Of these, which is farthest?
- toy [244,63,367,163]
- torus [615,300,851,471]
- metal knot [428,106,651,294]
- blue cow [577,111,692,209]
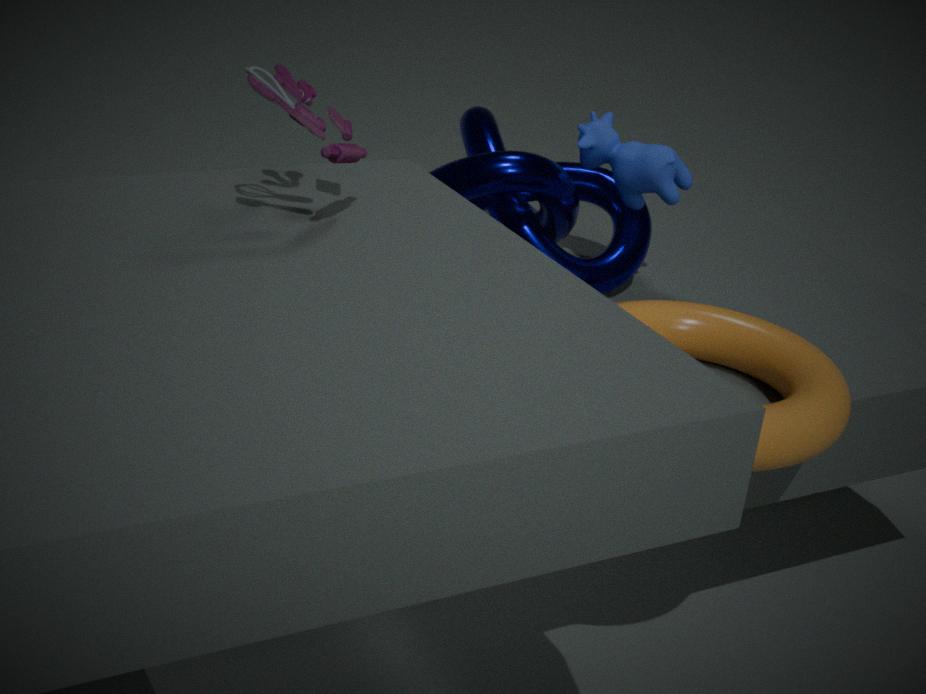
blue cow [577,111,692,209]
